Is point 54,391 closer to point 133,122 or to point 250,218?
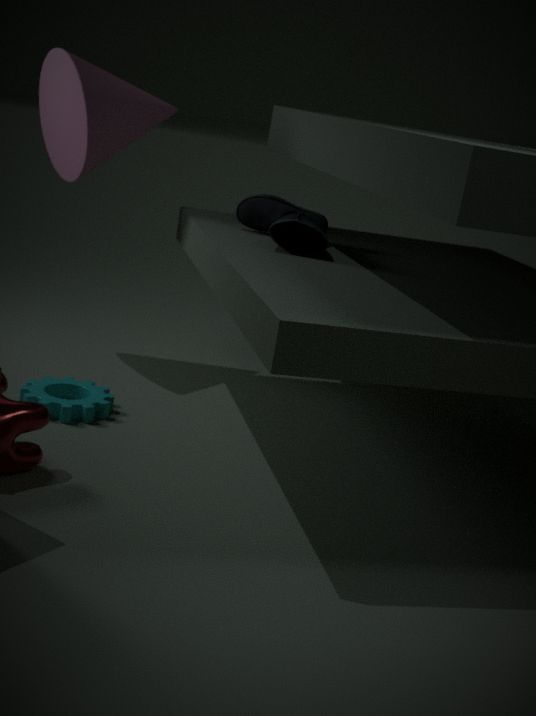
point 250,218
